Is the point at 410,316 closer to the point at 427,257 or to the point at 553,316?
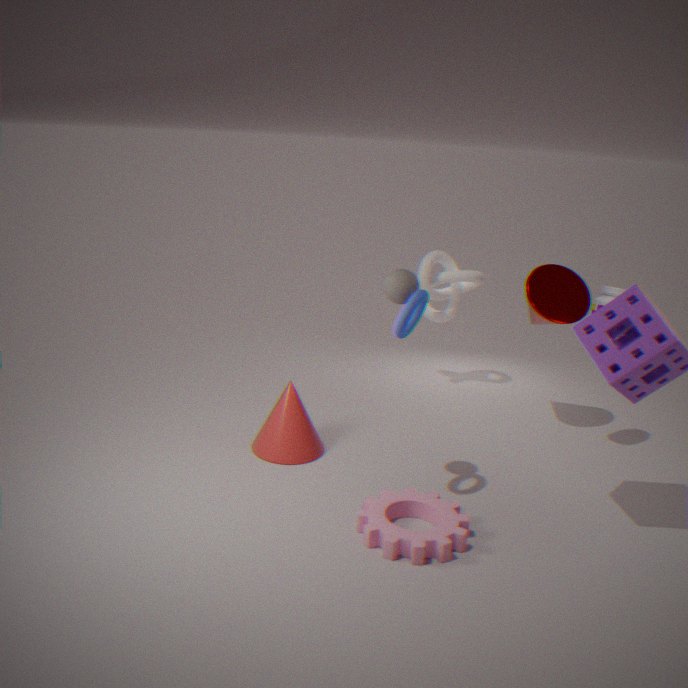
the point at 553,316
